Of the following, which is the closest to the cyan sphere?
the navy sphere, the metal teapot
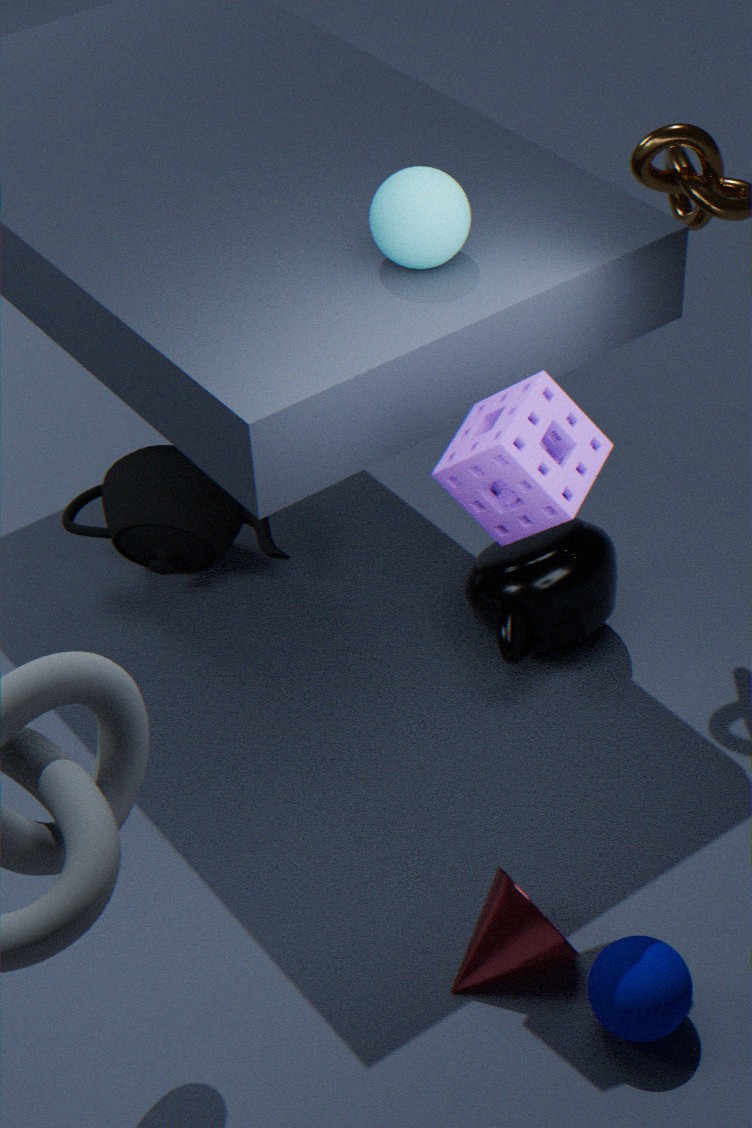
the metal teapot
